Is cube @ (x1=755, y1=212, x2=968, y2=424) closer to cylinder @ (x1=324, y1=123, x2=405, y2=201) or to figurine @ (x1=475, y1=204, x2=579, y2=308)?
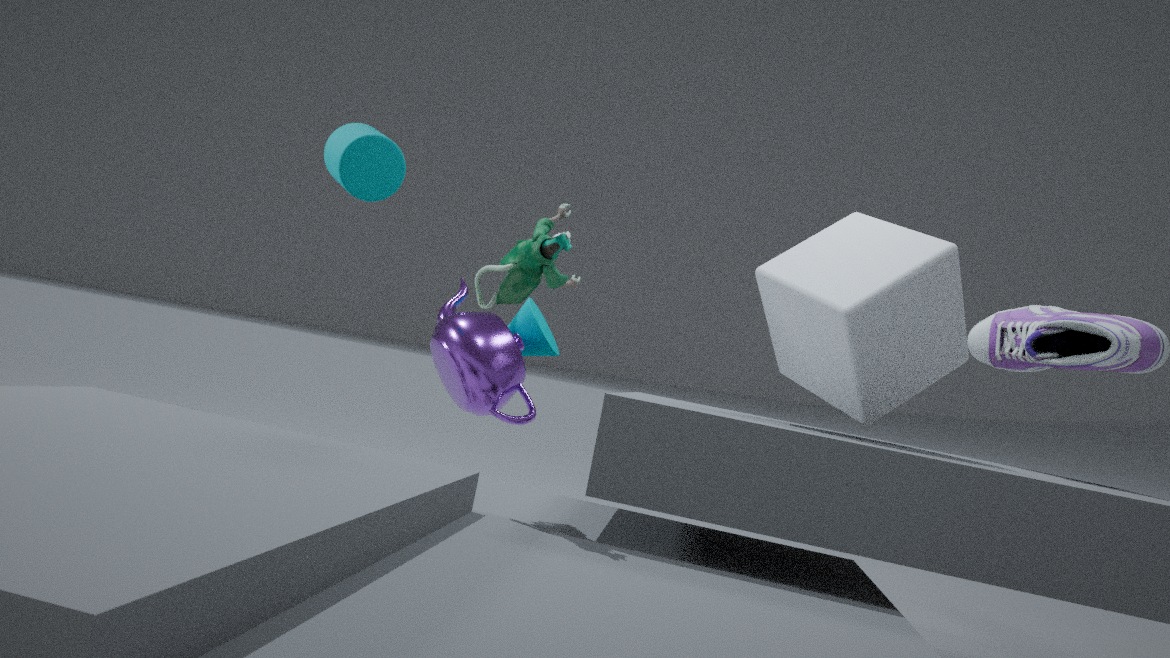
figurine @ (x1=475, y1=204, x2=579, y2=308)
